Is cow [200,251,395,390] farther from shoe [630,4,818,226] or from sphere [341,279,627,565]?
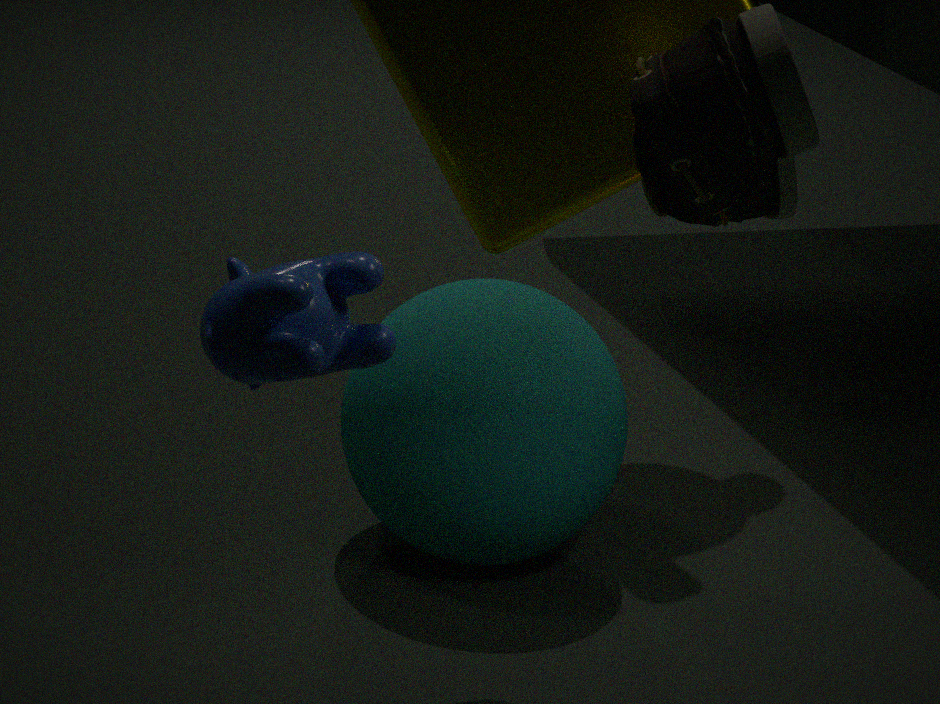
sphere [341,279,627,565]
